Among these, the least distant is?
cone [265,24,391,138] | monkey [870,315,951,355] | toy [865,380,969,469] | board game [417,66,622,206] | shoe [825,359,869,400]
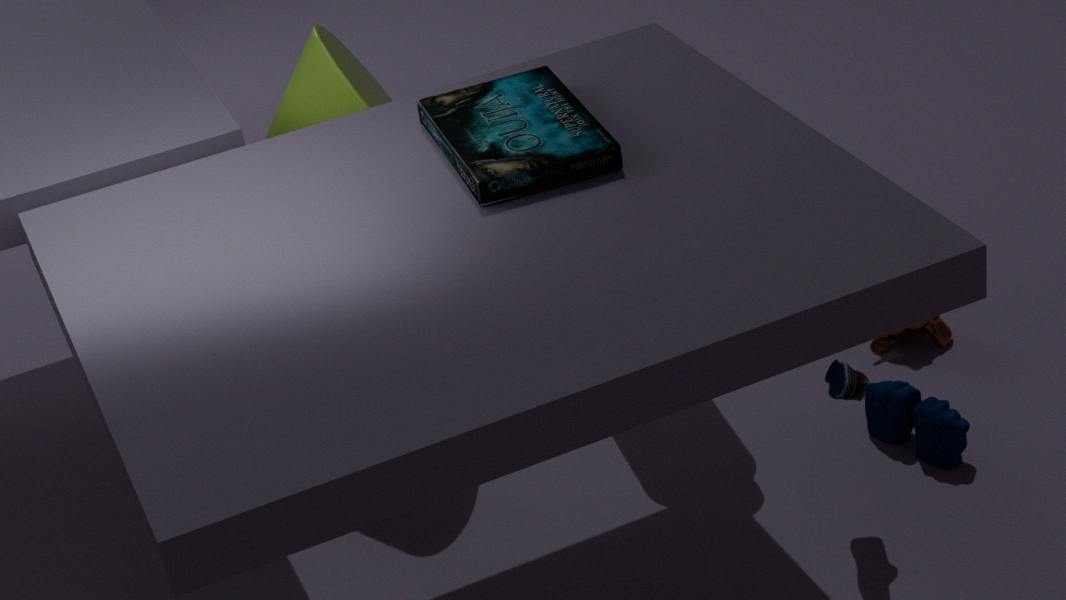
board game [417,66,622,206]
